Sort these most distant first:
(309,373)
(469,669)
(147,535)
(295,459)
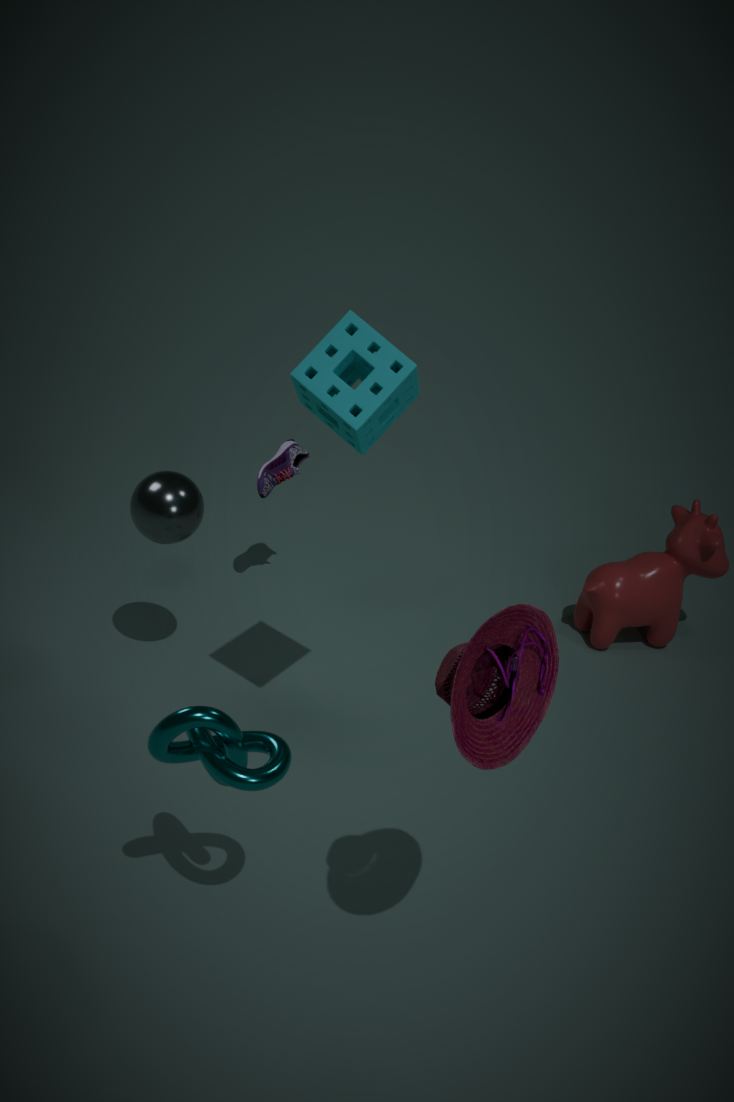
(295,459) < (147,535) < (309,373) < (469,669)
